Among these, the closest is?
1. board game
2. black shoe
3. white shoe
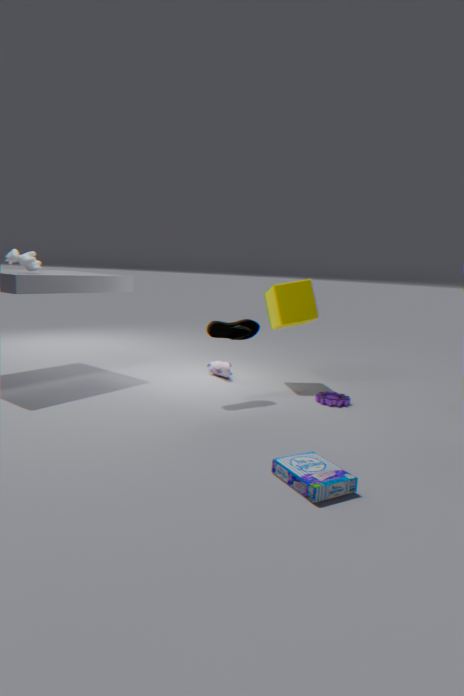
board game
